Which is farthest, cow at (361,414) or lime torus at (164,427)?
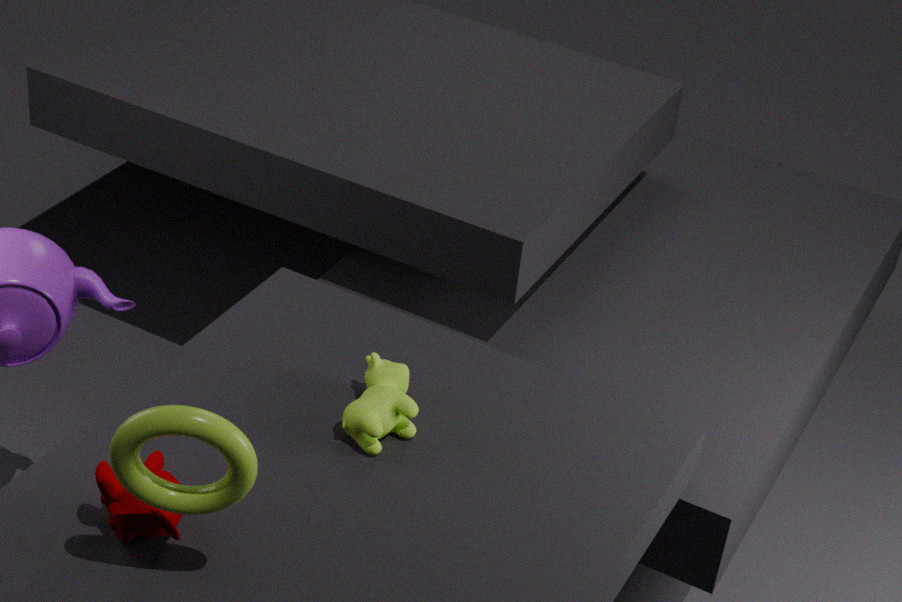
cow at (361,414)
